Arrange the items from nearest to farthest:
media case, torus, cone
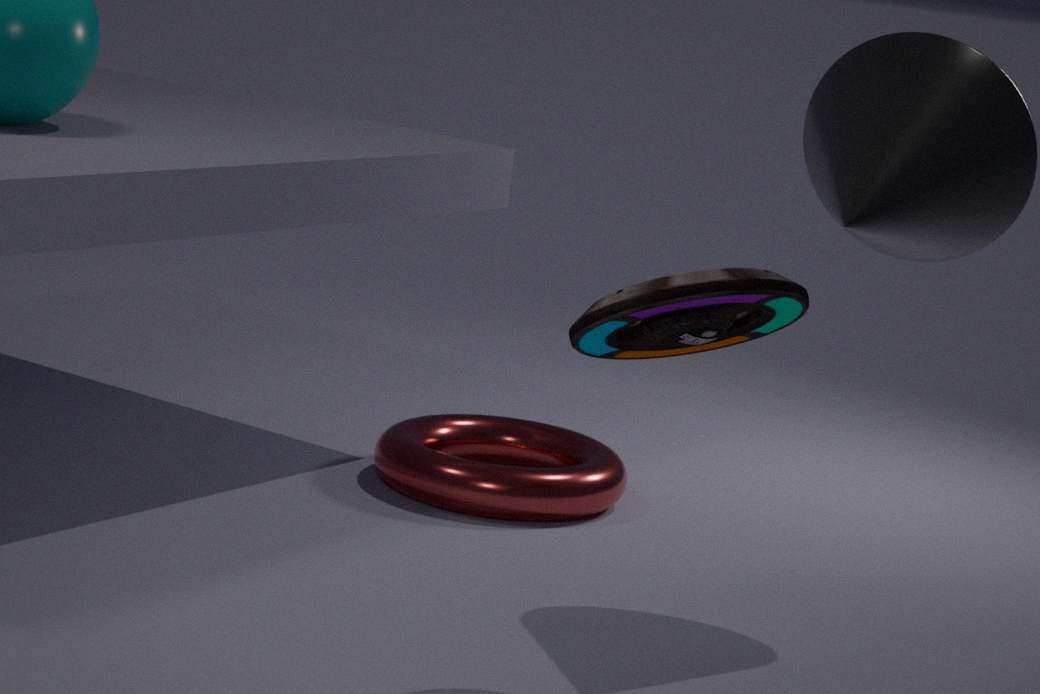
1. media case
2. cone
3. torus
